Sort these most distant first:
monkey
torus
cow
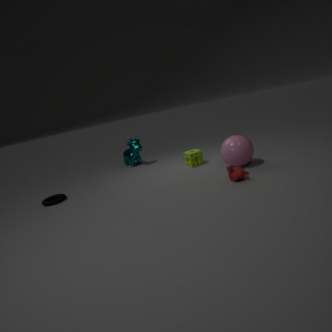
cow
torus
monkey
